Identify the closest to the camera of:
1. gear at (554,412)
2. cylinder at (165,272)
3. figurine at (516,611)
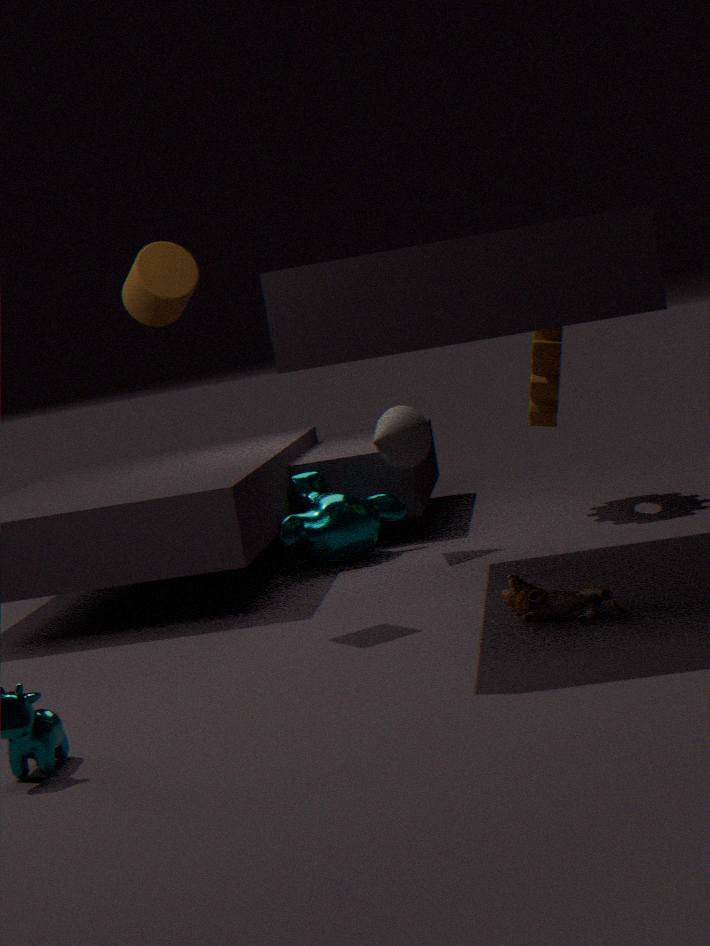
figurine at (516,611)
